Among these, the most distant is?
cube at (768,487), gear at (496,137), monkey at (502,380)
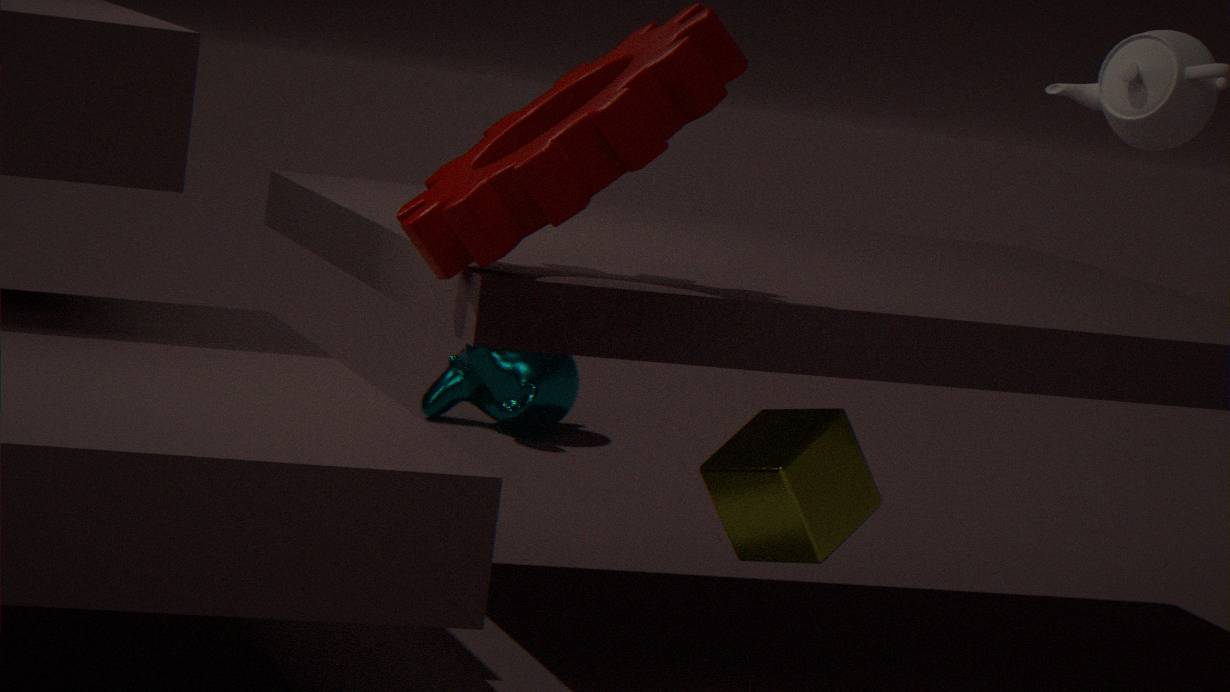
monkey at (502,380)
